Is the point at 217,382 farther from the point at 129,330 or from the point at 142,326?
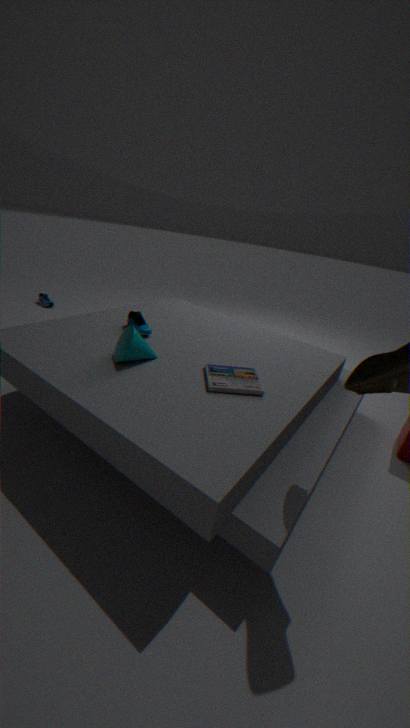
the point at 142,326
